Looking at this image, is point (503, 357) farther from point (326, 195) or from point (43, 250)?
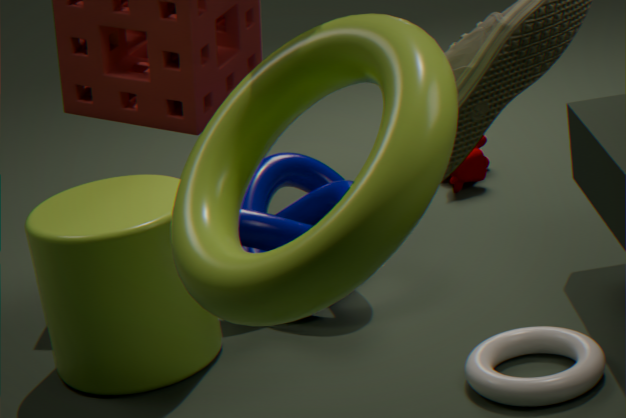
point (43, 250)
